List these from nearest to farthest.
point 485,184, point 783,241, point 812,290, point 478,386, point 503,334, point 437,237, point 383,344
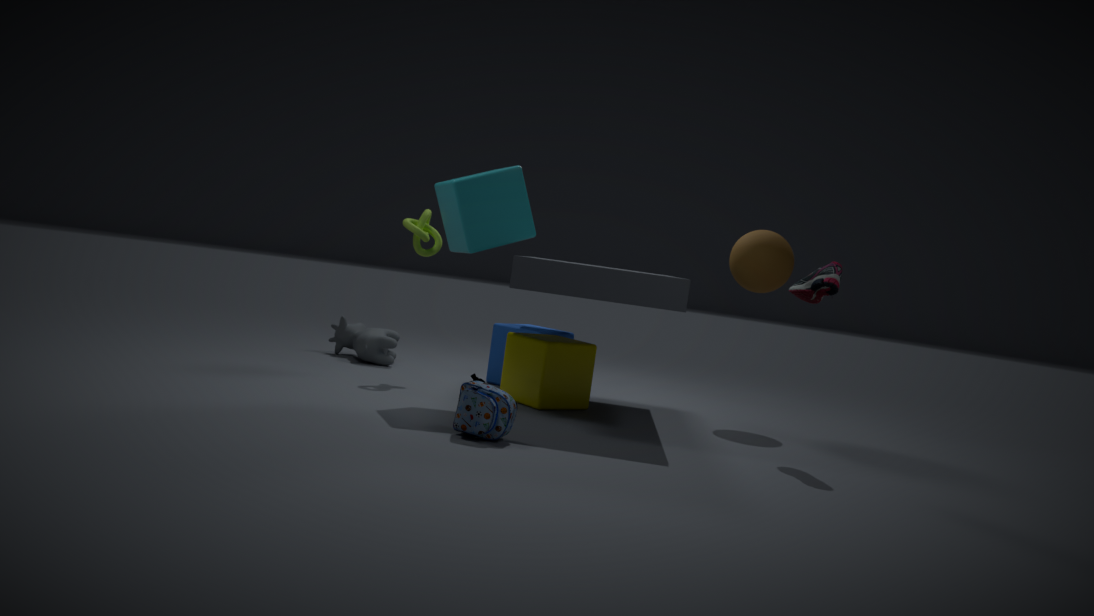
1. point 478,386
2. point 812,290
3. point 485,184
4. point 783,241
5. point 437,237
6. point 503,334
7. point 383,344
